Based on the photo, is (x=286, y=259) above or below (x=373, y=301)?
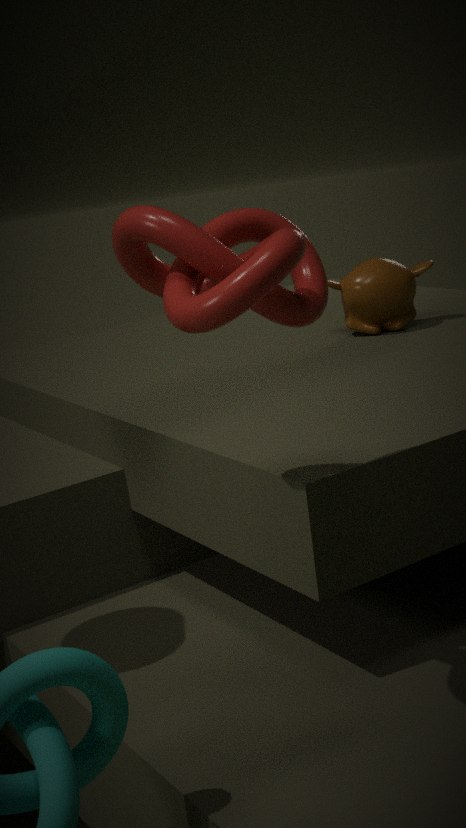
above
